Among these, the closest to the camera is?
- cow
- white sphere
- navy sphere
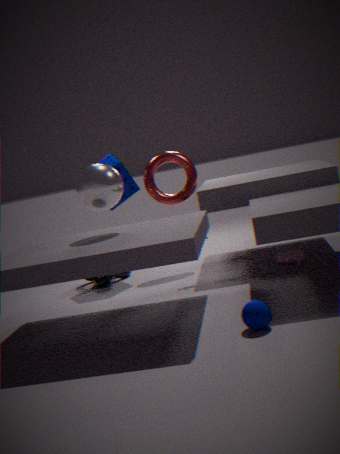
navy sphere
